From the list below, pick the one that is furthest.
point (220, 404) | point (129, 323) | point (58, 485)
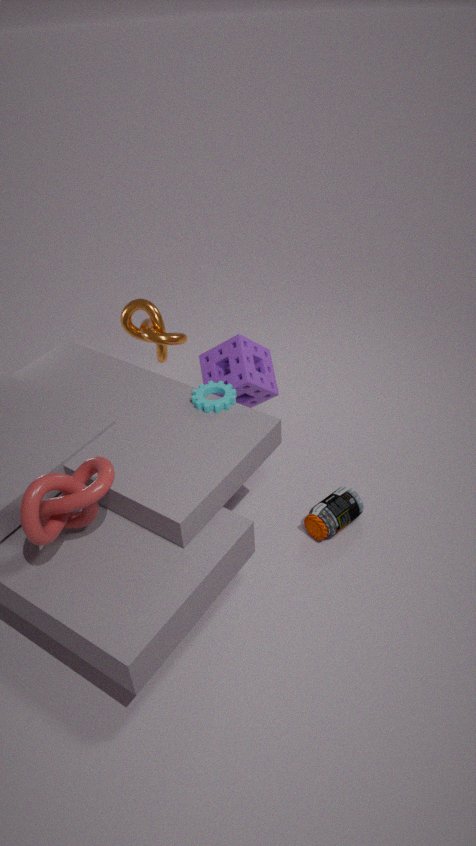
point (129, 323)
